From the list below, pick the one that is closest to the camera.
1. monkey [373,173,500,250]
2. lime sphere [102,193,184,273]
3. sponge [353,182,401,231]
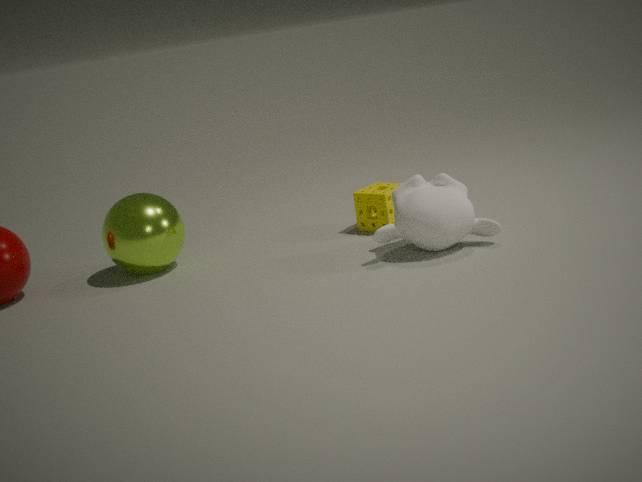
monkey [373,173,500,250]
